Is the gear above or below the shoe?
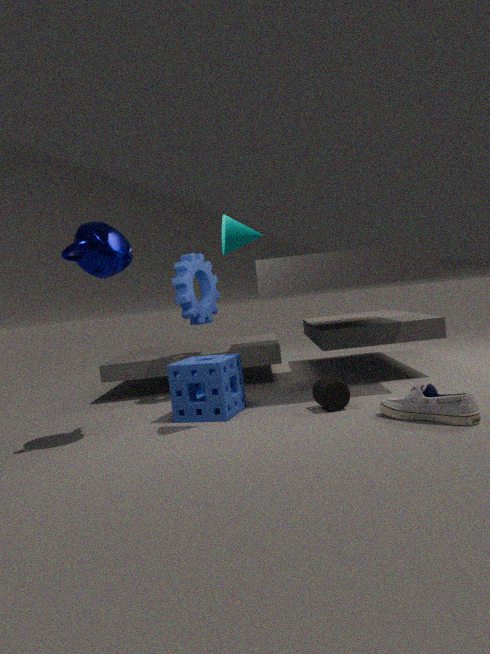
above
